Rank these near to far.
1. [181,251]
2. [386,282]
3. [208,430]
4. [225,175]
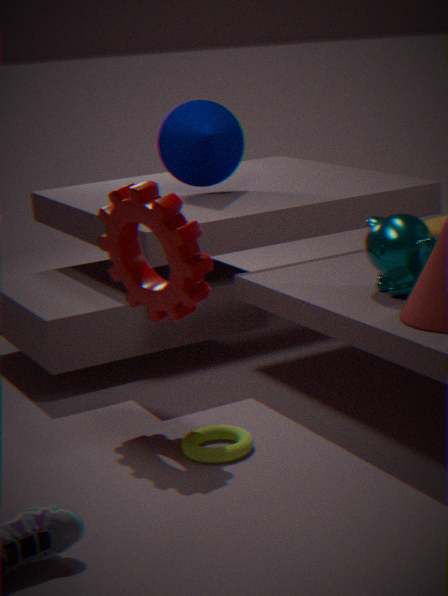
1. [181,251]
2. [208,430]
3. [386,282]
4. [225,175]
